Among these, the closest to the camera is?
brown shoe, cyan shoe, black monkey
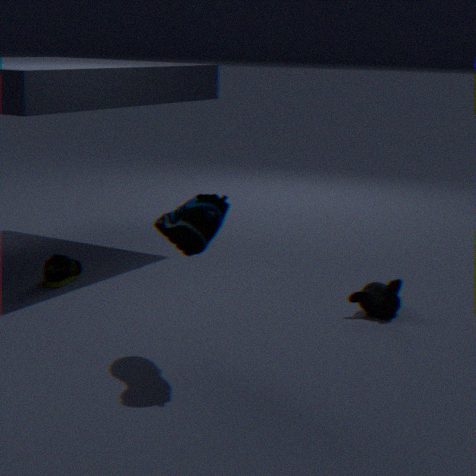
cyan shoe
